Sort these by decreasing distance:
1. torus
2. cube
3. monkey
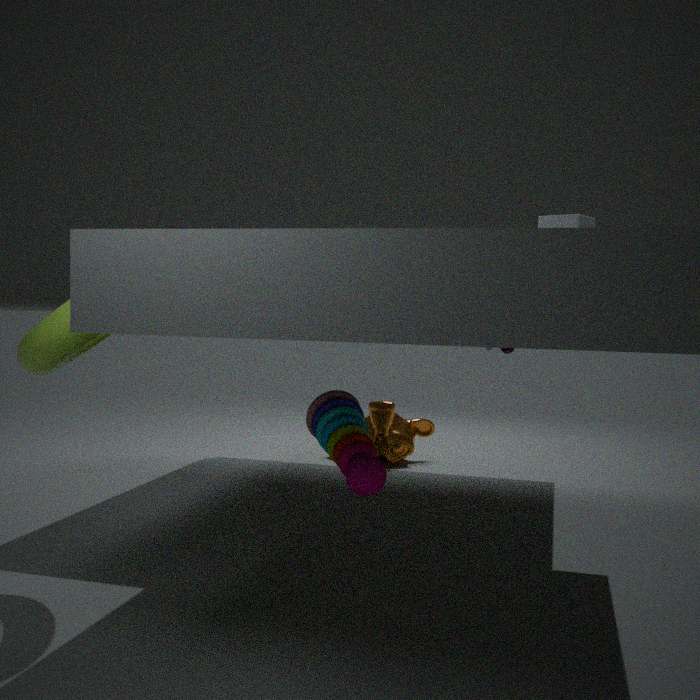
monkey
cube
torus
